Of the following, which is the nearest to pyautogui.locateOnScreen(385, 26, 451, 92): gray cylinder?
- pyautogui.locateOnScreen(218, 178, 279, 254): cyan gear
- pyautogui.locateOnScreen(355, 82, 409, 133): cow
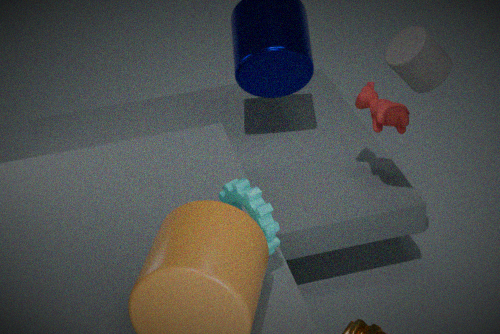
pyautogui.locateOnScreen(355, 82, 409, 133): cow
